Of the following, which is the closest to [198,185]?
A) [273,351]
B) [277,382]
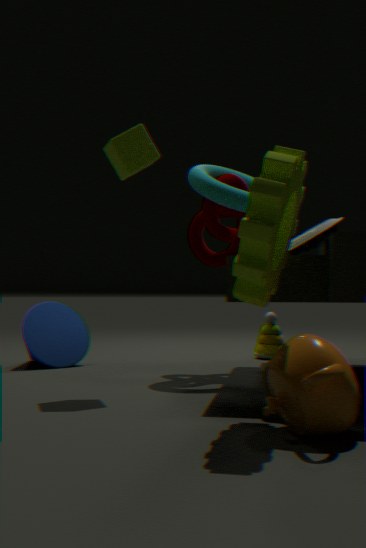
[273,351]
